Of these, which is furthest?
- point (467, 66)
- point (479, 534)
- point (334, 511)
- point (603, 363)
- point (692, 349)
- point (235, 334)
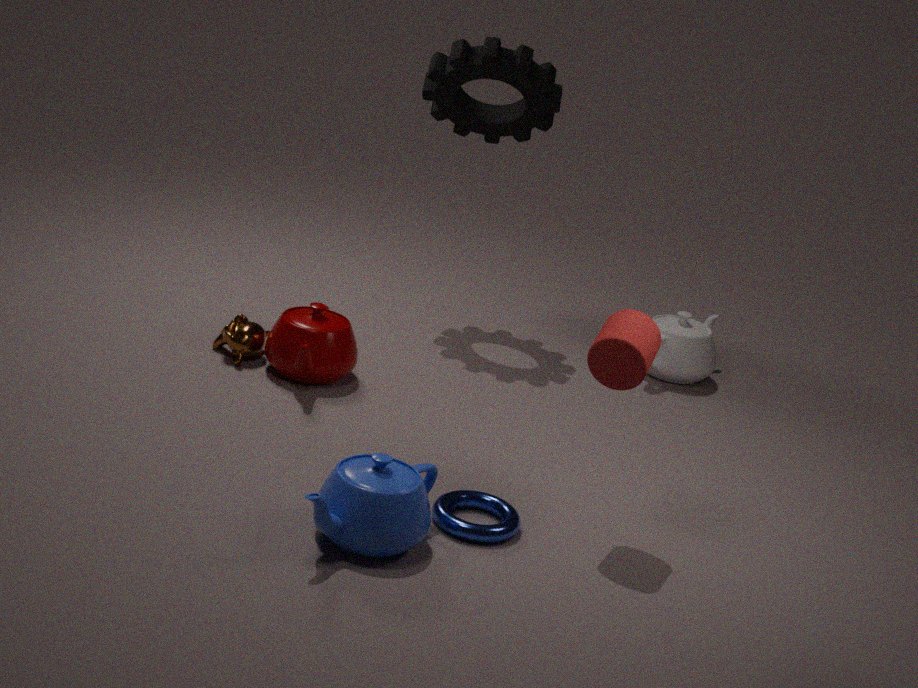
point (692, 349)
